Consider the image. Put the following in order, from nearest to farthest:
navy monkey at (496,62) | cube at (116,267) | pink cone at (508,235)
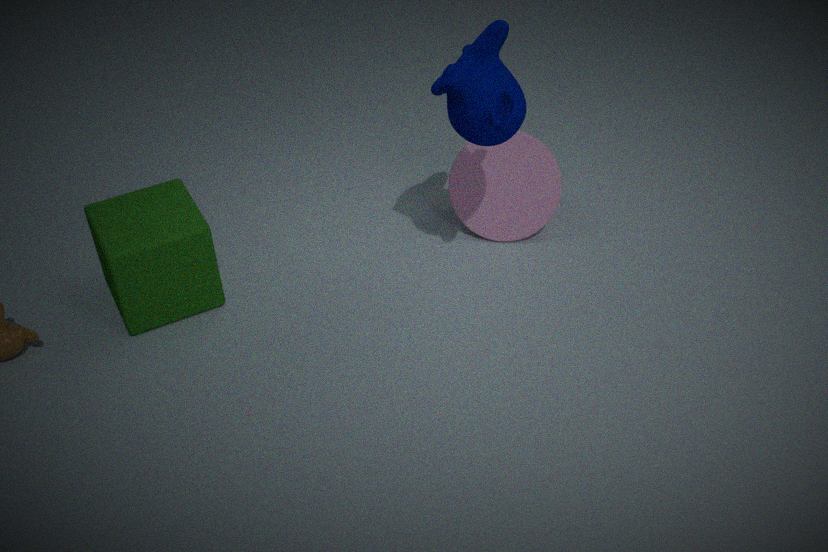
navy monkey at (496,62), cube at (116,267), pink cone at (508,235)
